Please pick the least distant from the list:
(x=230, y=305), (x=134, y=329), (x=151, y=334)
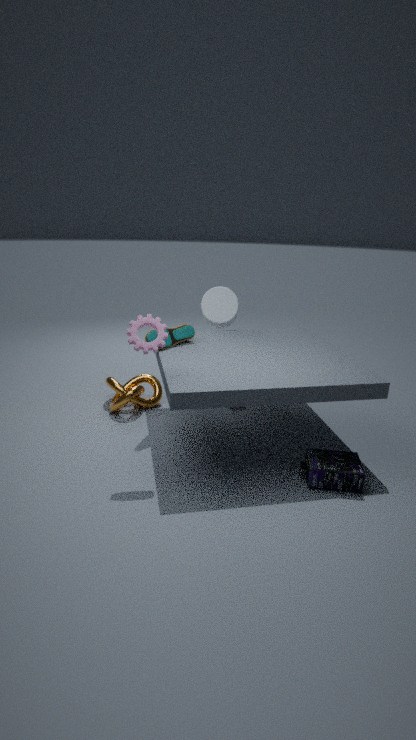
(x=134, y=329)
